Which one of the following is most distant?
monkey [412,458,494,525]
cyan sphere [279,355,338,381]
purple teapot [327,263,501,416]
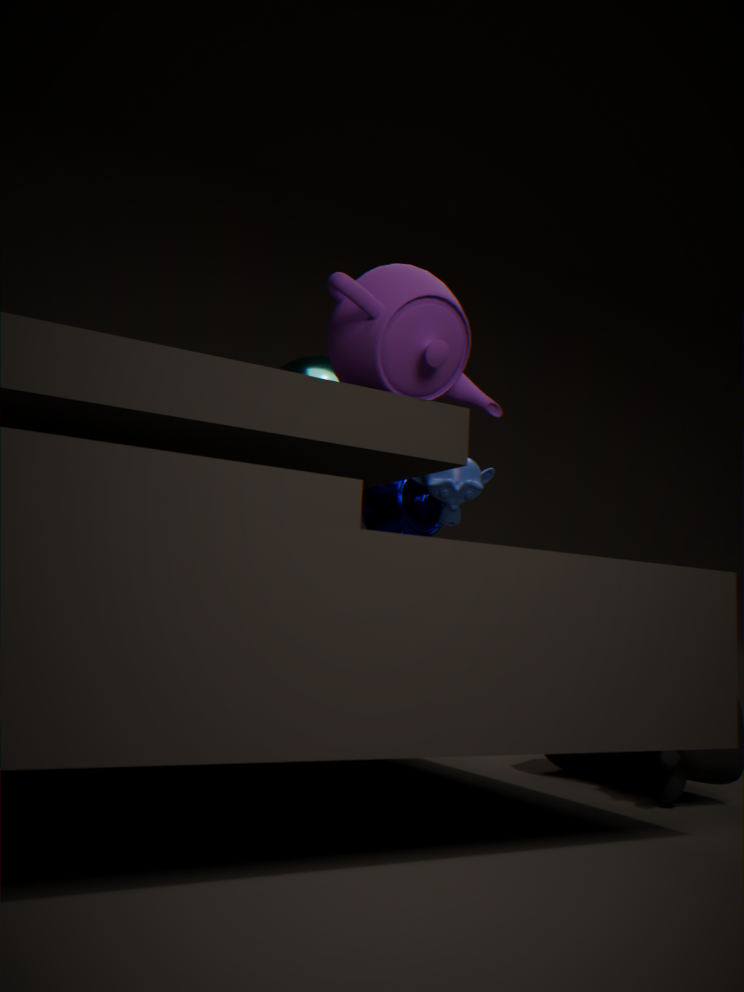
cyan sphere [279,355,338,381]
